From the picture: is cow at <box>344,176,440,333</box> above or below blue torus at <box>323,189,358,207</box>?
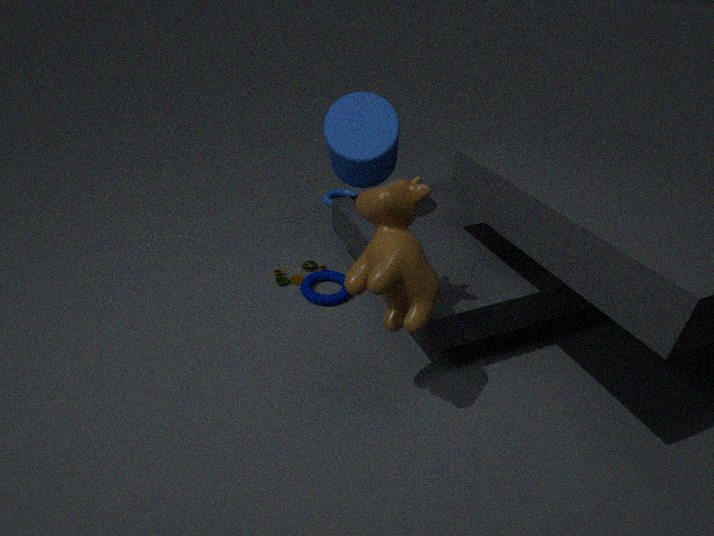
above
